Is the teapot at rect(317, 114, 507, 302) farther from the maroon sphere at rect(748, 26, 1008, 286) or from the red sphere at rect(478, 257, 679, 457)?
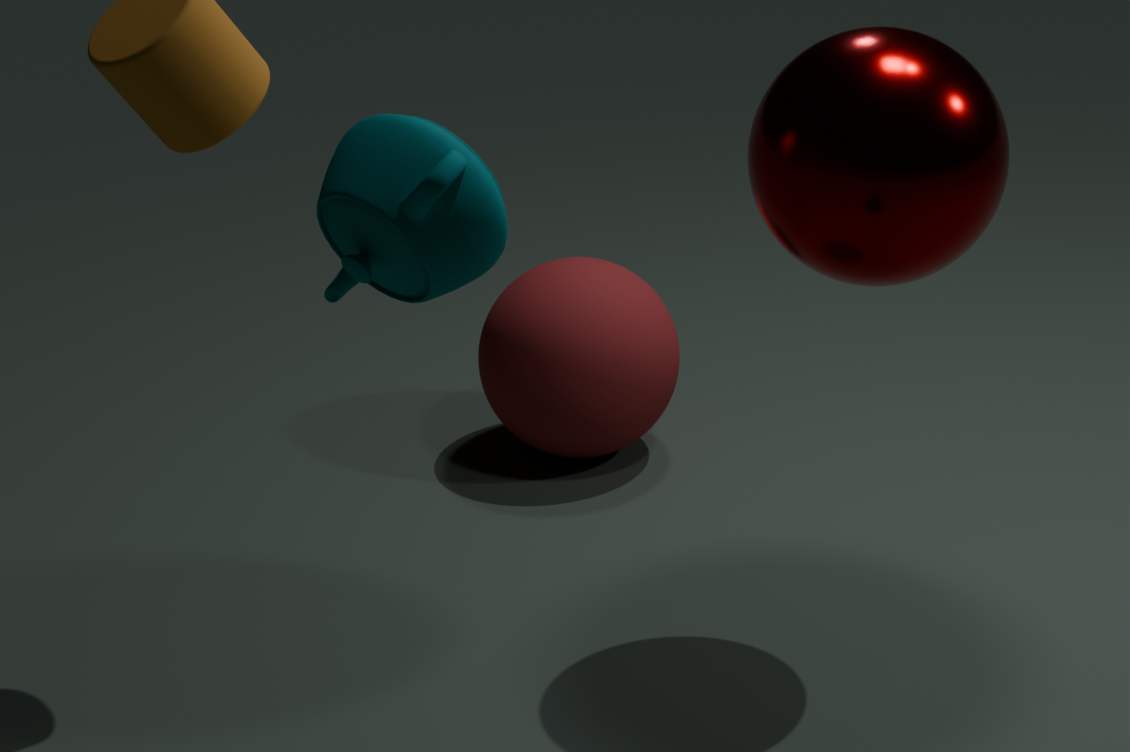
the red sphere at rect(478, 257, 679, 457)
